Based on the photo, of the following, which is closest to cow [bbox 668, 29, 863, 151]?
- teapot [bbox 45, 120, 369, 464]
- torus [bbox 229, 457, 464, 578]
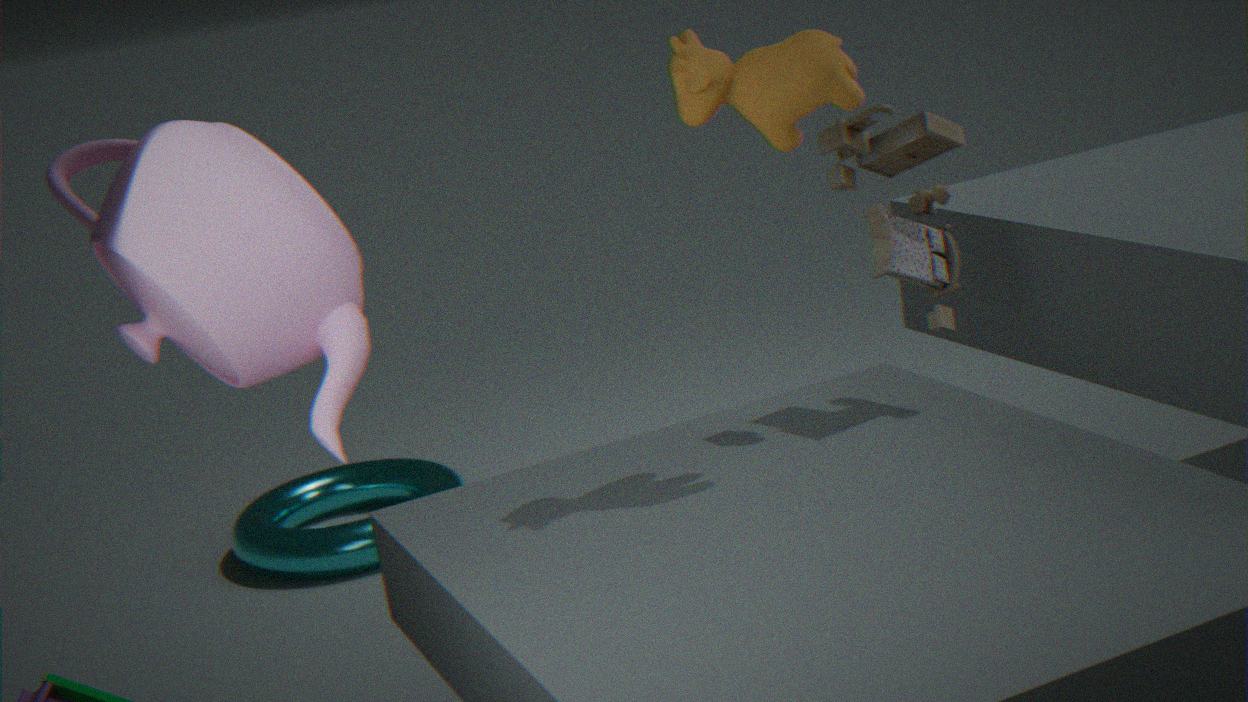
teapot [bbox 45, 120, 369, 464]
